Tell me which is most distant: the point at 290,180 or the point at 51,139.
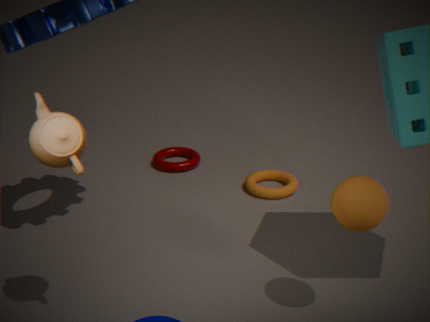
the point at 290,180
